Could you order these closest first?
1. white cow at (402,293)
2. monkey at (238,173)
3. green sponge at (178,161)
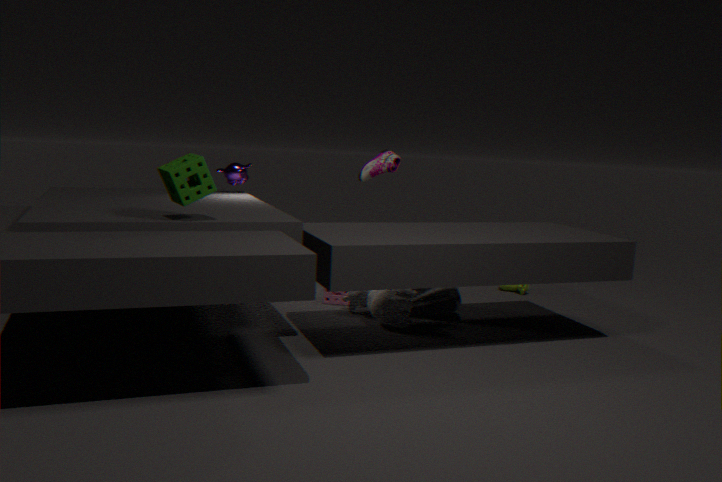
1. green sponge at (178,161)
2. white cow at (402,293)
3. monkey at (238,173)
